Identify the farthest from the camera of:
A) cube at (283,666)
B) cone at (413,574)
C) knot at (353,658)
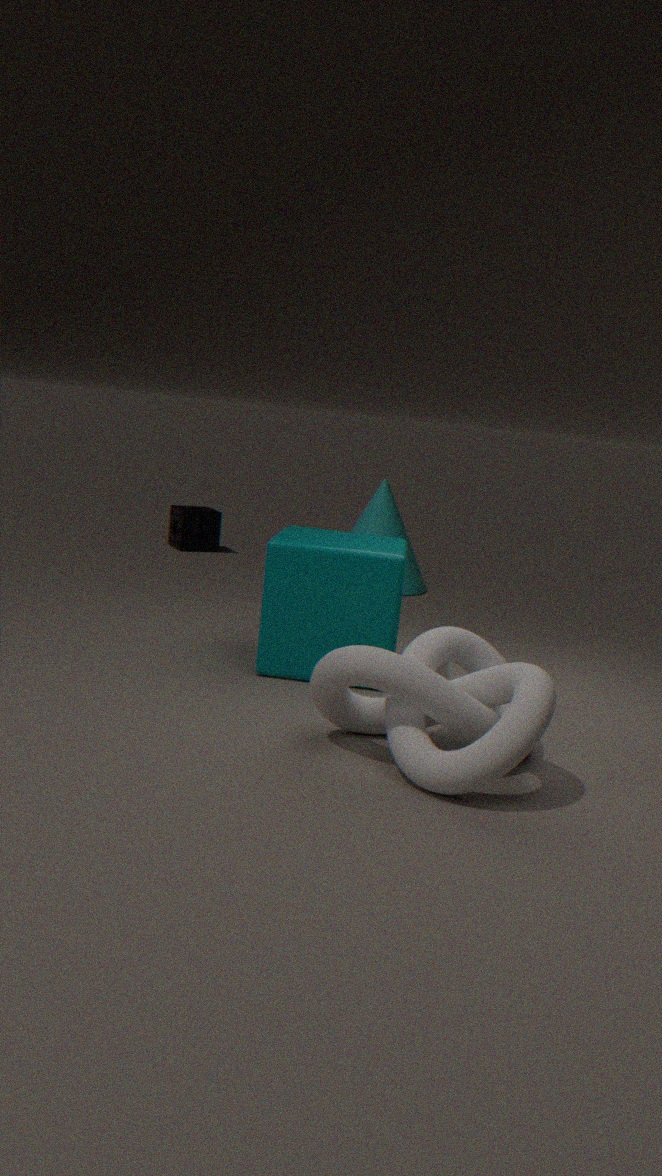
cone at (413,574)
